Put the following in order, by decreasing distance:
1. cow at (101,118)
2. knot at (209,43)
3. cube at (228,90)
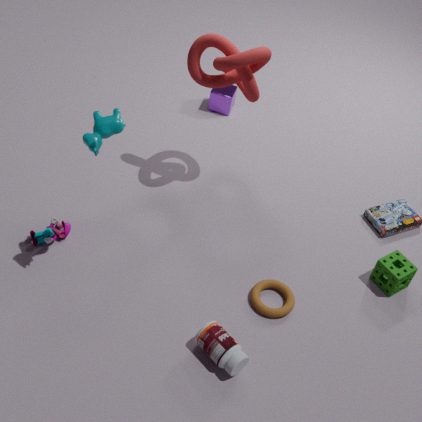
cube at (228,90)
knot at (209,43)
cow at (101,118)
